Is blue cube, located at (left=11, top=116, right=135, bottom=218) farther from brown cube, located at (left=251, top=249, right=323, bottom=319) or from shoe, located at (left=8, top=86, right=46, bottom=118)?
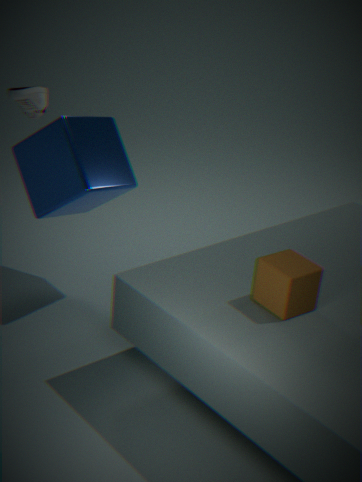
brown cube, located at (left=251, top=249, right=323, bottom=319)
